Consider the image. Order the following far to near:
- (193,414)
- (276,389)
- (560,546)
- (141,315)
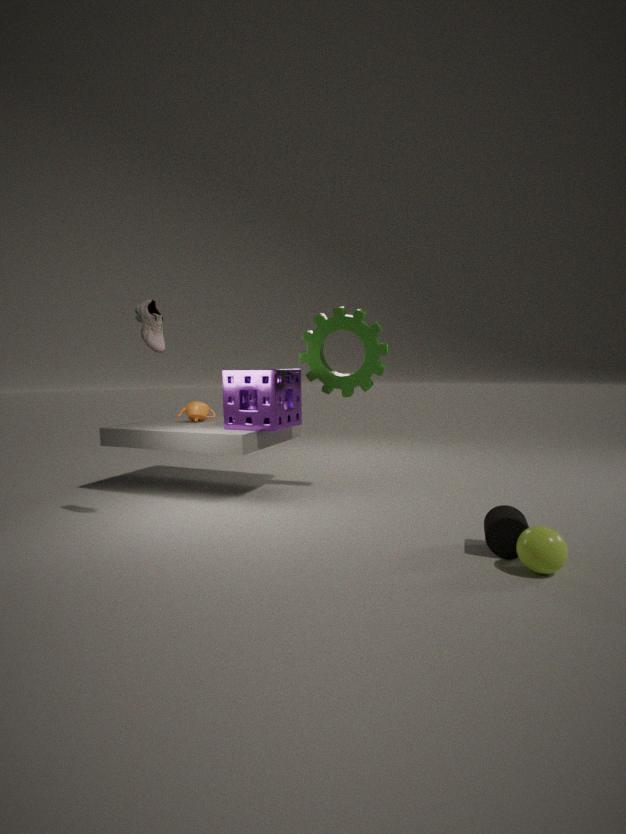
(193,414) < (276,389) < (141,315) < (560,546)
